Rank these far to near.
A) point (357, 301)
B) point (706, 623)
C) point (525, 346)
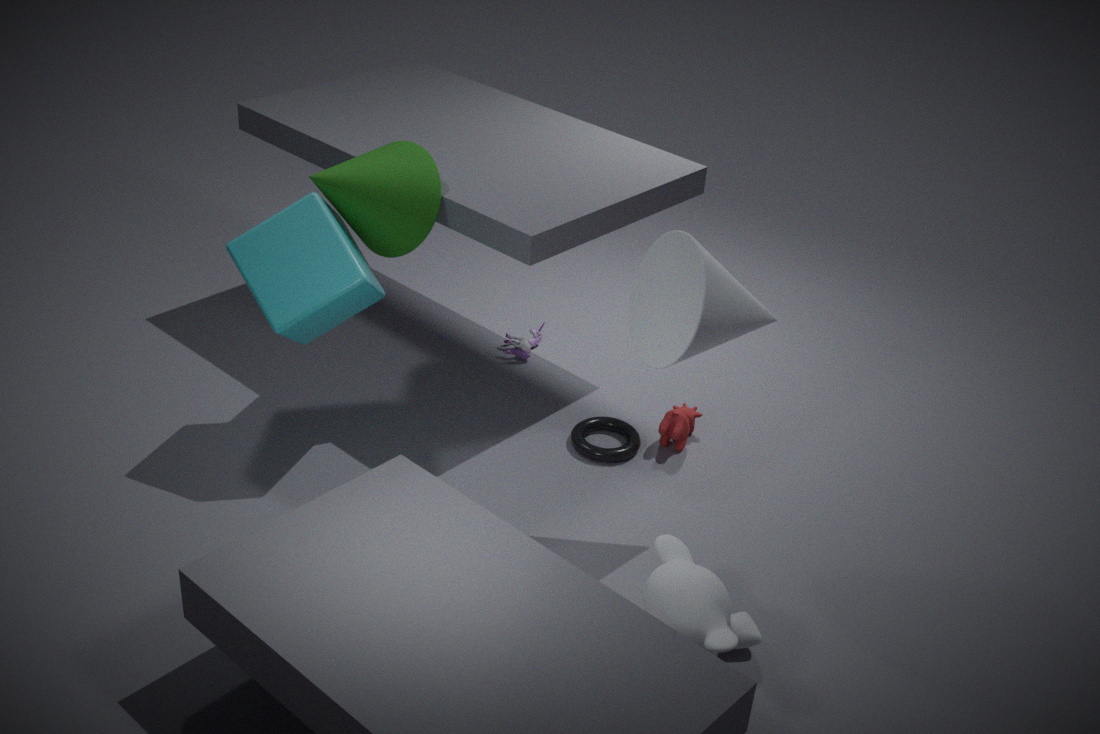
point (525, 346) < point (357, 301) < point (706, 623)
